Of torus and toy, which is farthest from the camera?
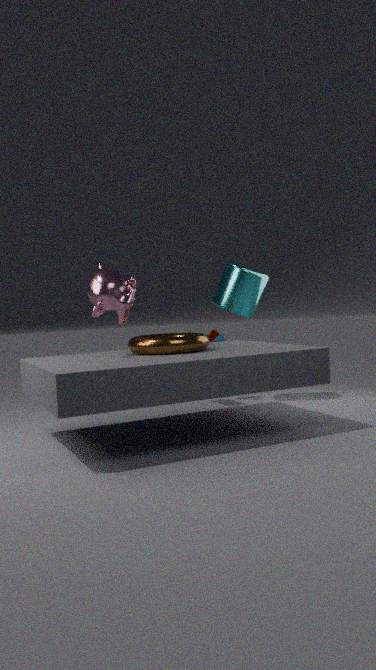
toy
